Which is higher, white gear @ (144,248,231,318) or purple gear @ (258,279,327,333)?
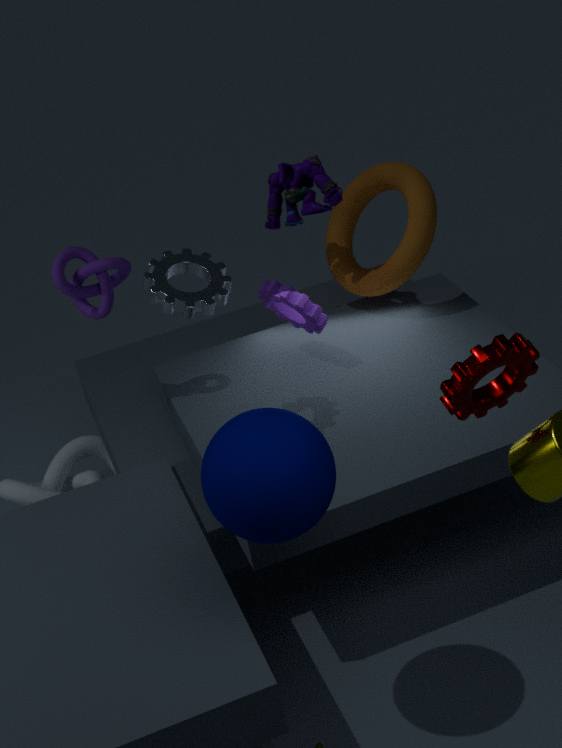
white gear @ (144,248,231,318)
